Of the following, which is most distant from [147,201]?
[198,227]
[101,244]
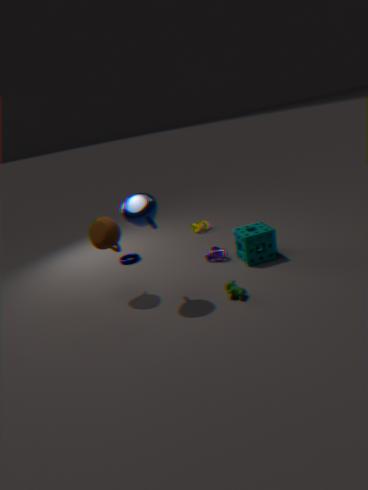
[198,227]
